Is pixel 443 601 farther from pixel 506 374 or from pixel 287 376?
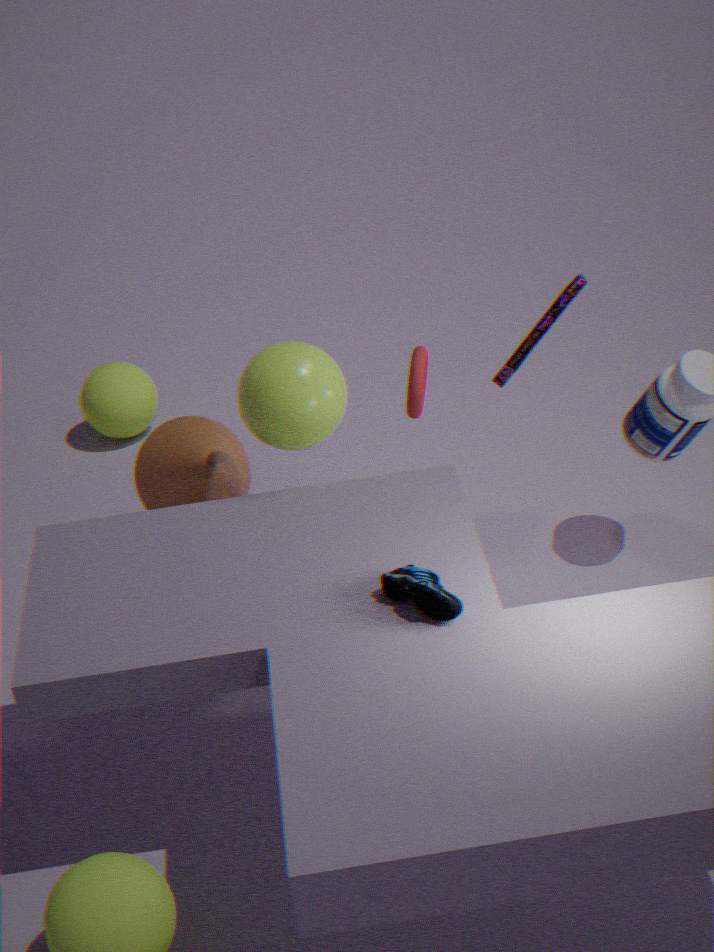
pixel 506 374
